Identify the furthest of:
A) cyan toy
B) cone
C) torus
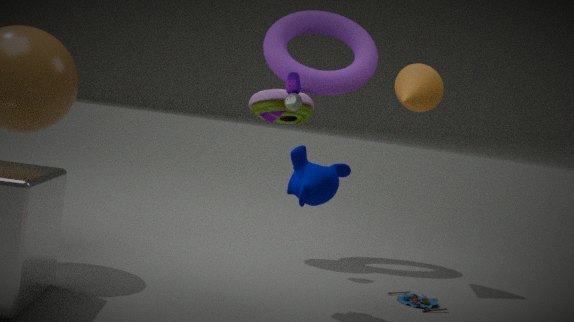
torus
